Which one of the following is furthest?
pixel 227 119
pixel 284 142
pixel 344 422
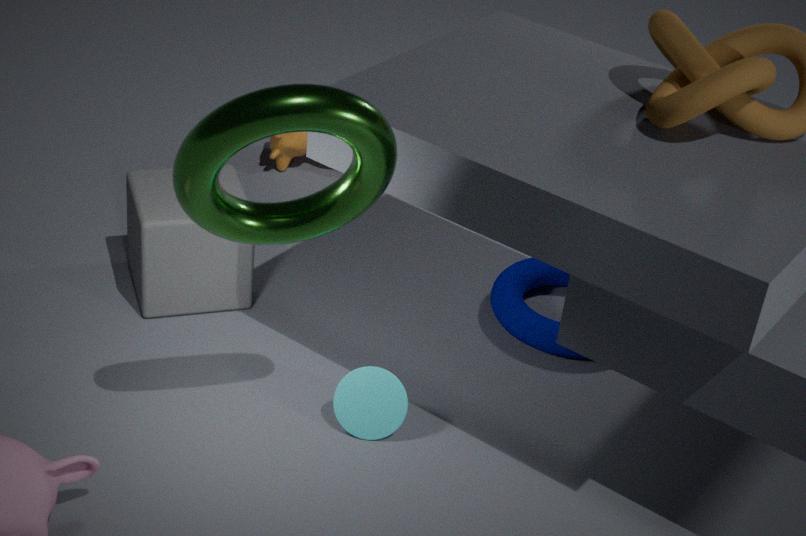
pixel 284 142
